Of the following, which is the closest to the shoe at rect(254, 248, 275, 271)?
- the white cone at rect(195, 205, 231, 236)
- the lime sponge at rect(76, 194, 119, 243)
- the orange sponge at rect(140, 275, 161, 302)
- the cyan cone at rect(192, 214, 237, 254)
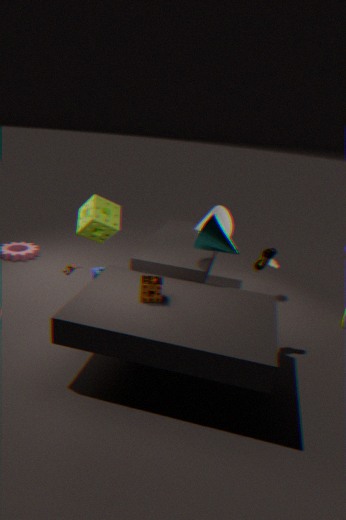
the cyan cone at rect(192, 214, 237, 254)
